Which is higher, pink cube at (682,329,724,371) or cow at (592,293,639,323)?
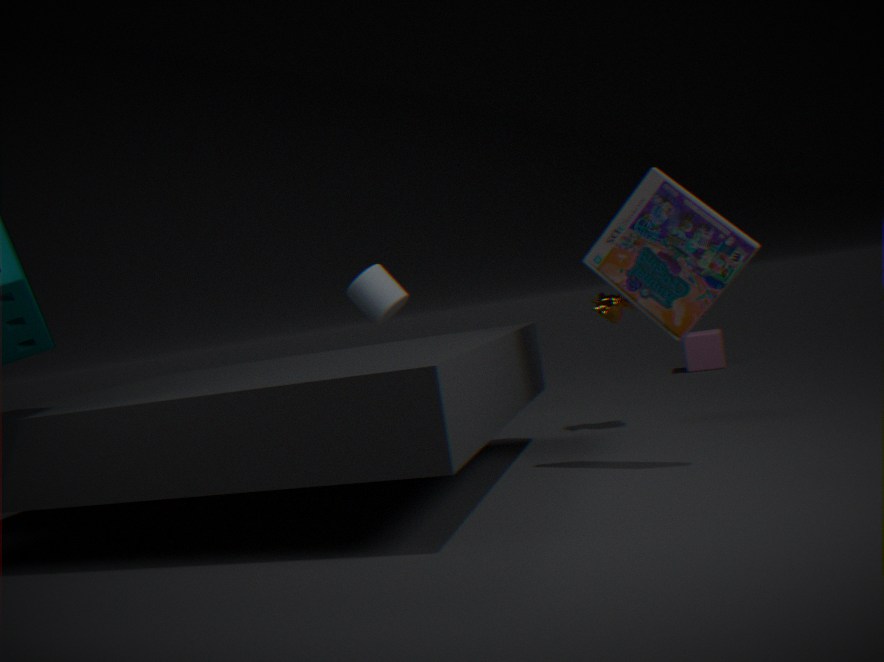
cow at (592,293,639,323)
